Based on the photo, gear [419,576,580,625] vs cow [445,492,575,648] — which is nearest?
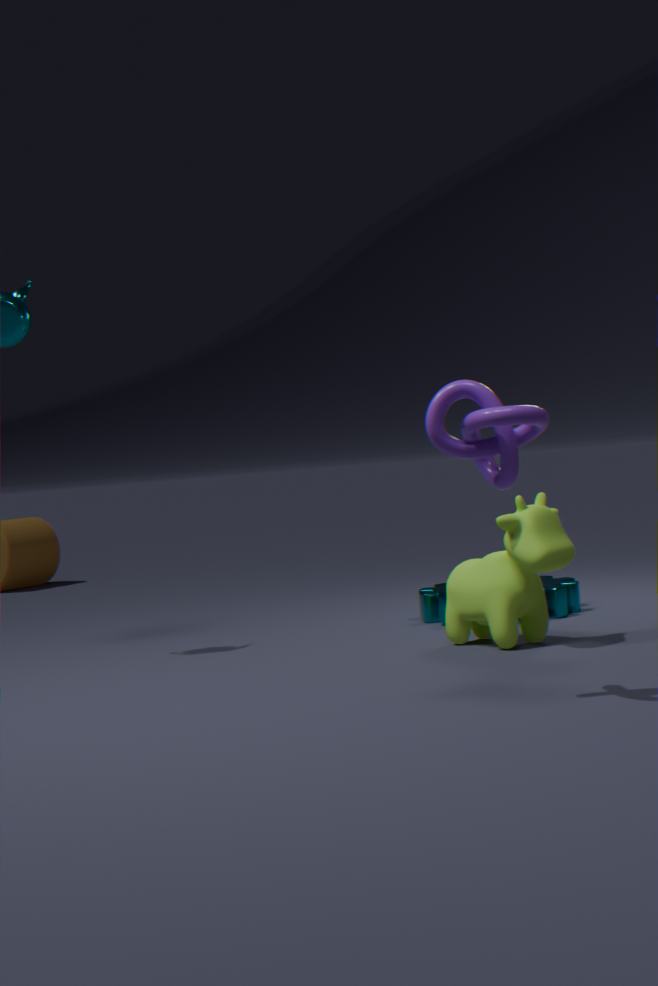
cow [445,492,575,648]
